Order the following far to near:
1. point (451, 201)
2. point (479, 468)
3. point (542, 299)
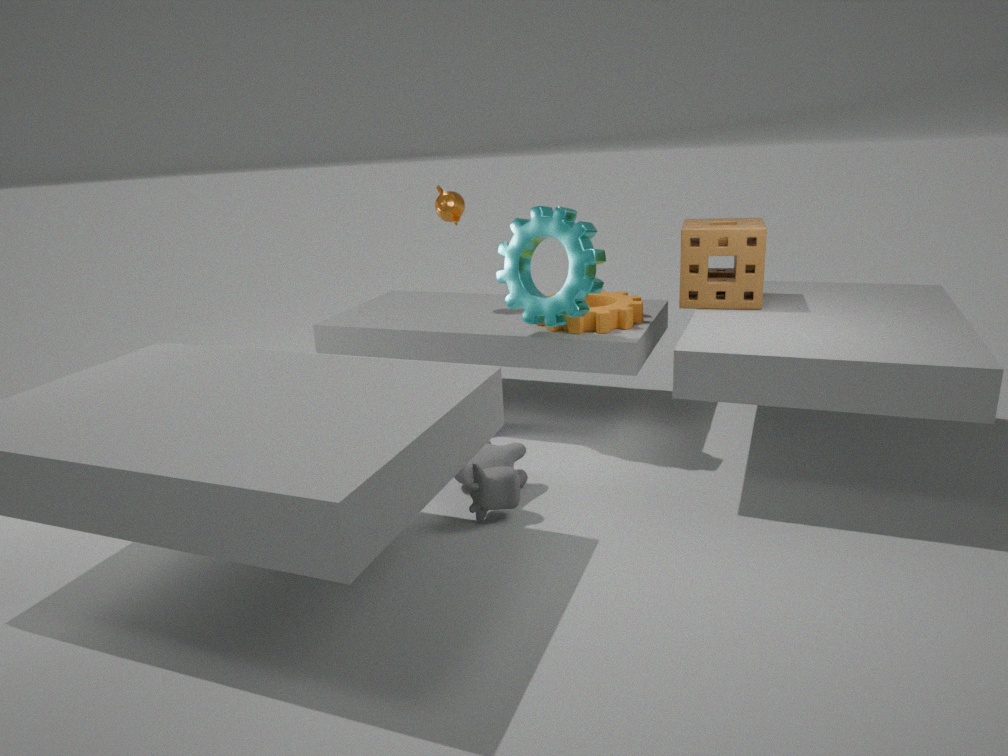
point (451, 201)
point (542, 299)
point (479, 468)
